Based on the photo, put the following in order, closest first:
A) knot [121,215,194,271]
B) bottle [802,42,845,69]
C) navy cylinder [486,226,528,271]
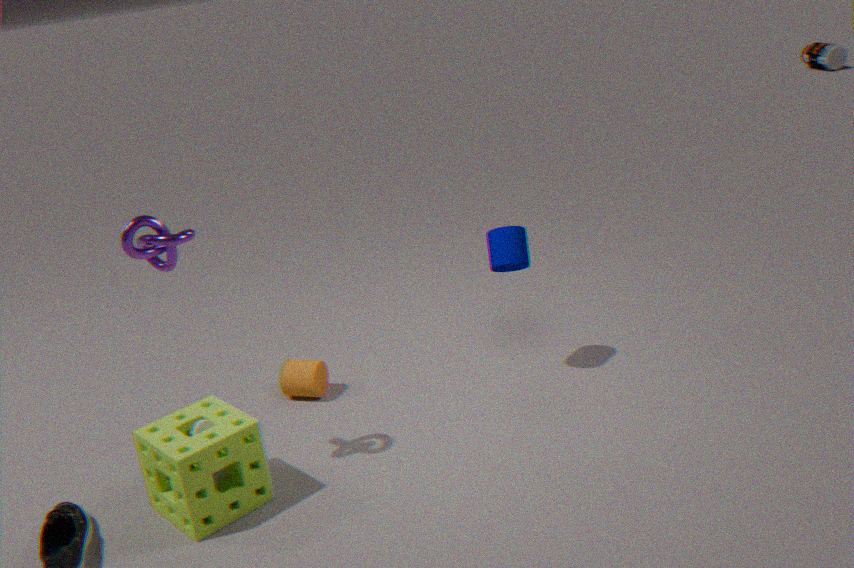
1. knot [121,215,194,271]
2. navy cylinder [486,226,528,271]
3. bottle [802,42,845,69]
